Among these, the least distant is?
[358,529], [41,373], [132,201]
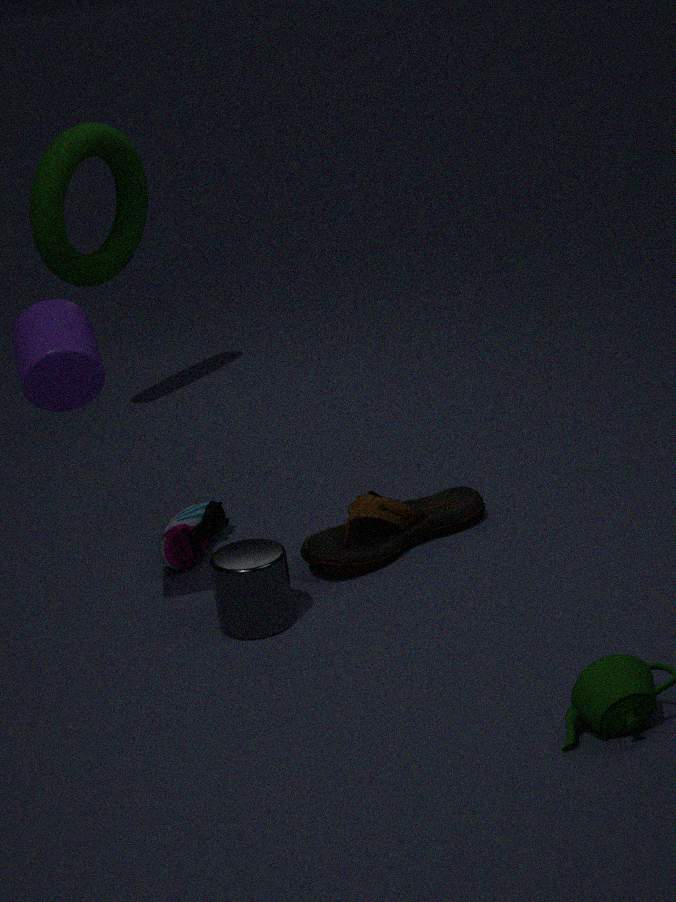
[41,373]
